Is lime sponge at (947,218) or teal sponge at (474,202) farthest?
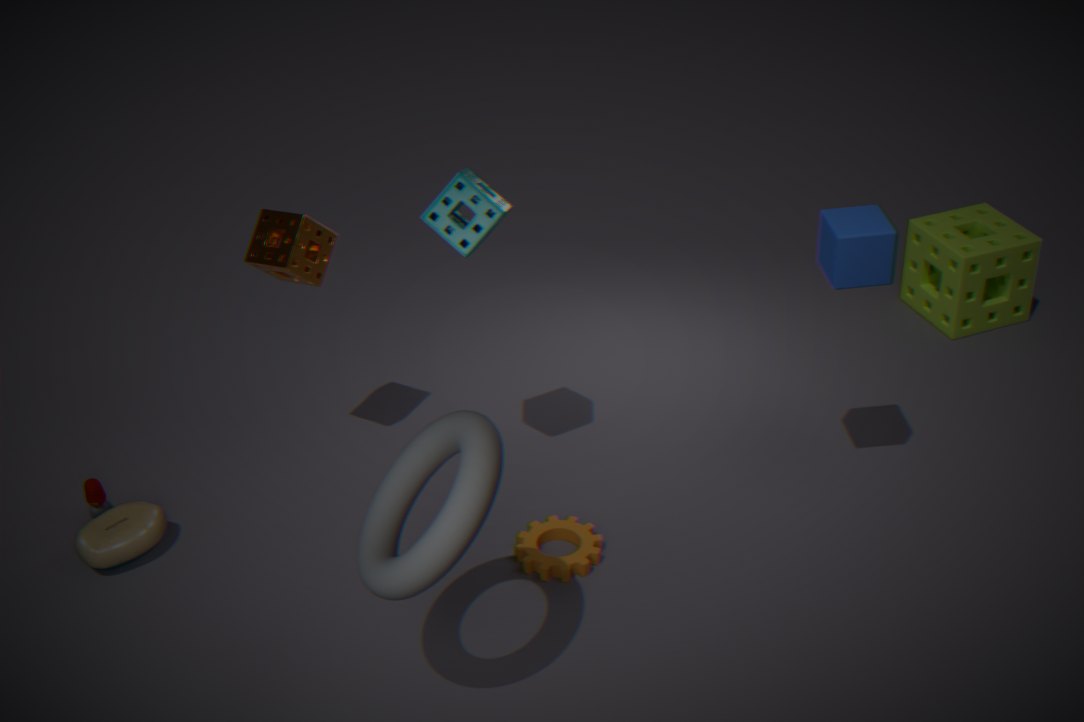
lime sponge at (947,218)
